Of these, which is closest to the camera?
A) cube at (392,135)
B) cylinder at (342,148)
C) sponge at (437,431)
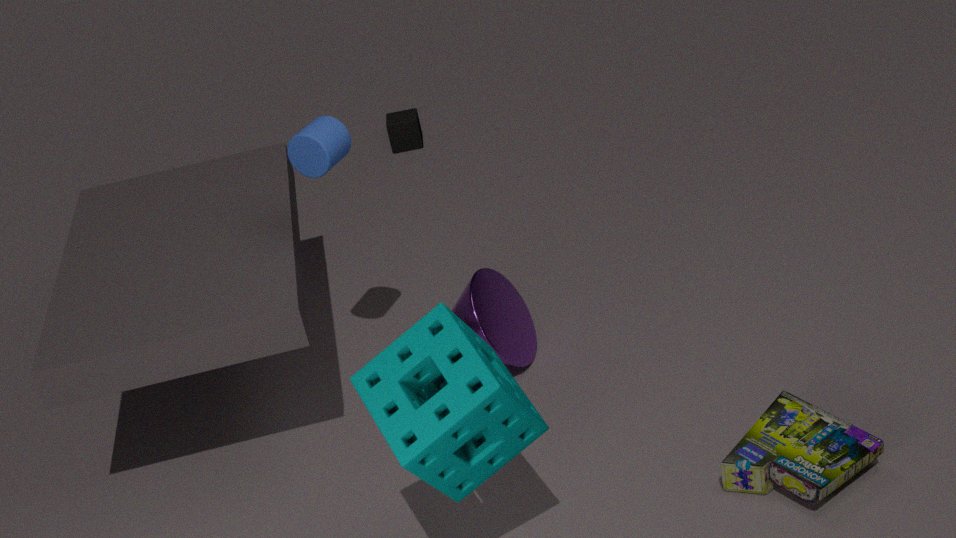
sponge at (437,431)
